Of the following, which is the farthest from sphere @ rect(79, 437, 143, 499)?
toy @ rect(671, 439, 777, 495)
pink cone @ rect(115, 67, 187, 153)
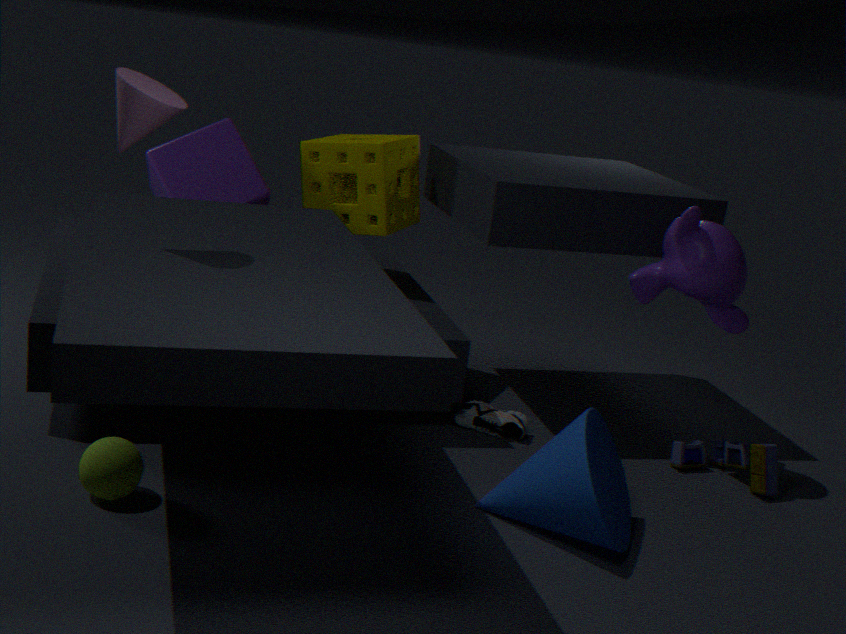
toy @ rect(671, 439, 777, 495)
